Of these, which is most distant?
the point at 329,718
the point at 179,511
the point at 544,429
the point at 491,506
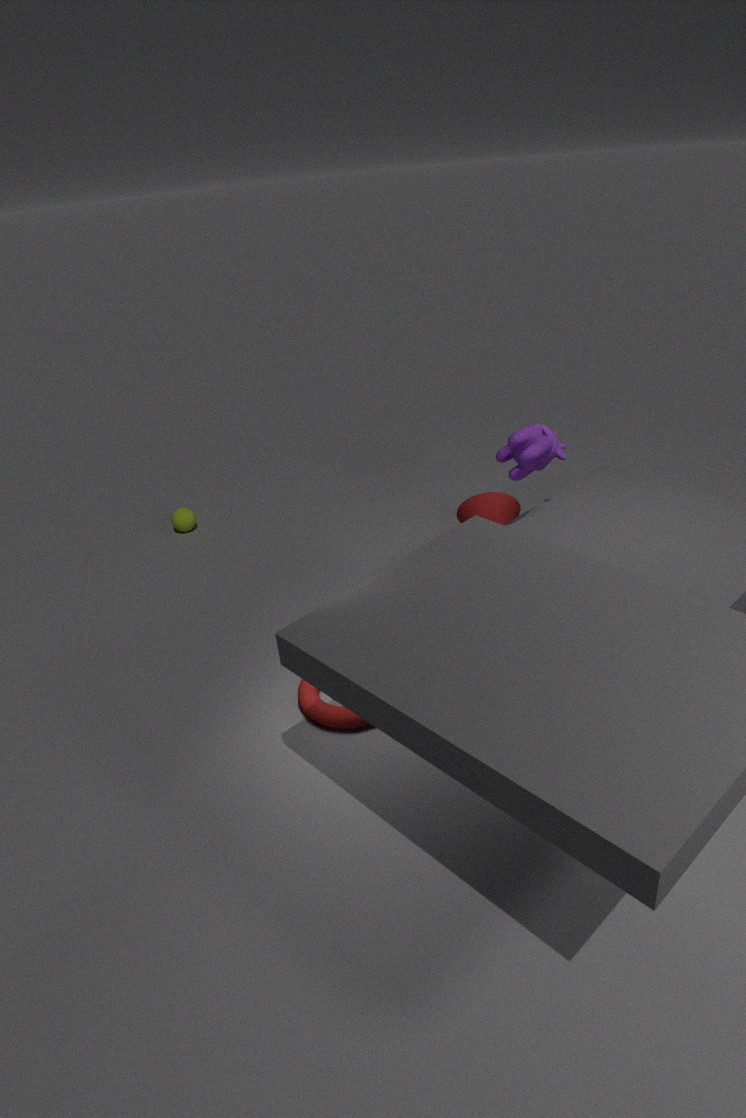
the point at 179,511
